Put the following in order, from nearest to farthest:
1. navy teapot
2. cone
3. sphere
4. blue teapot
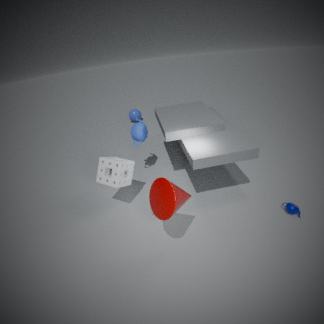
cone < navy teapot < blue teapot < sphere
